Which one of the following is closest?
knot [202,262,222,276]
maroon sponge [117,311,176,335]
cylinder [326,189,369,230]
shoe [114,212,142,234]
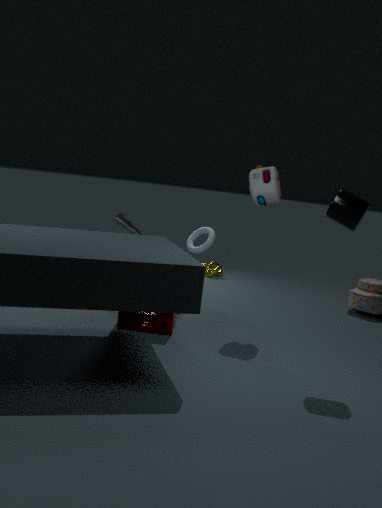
cylinder [326,189,369,230]
